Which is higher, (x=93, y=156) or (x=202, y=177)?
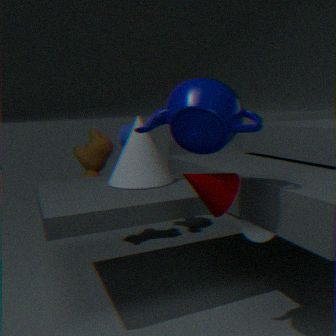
(x=202, y=177)
